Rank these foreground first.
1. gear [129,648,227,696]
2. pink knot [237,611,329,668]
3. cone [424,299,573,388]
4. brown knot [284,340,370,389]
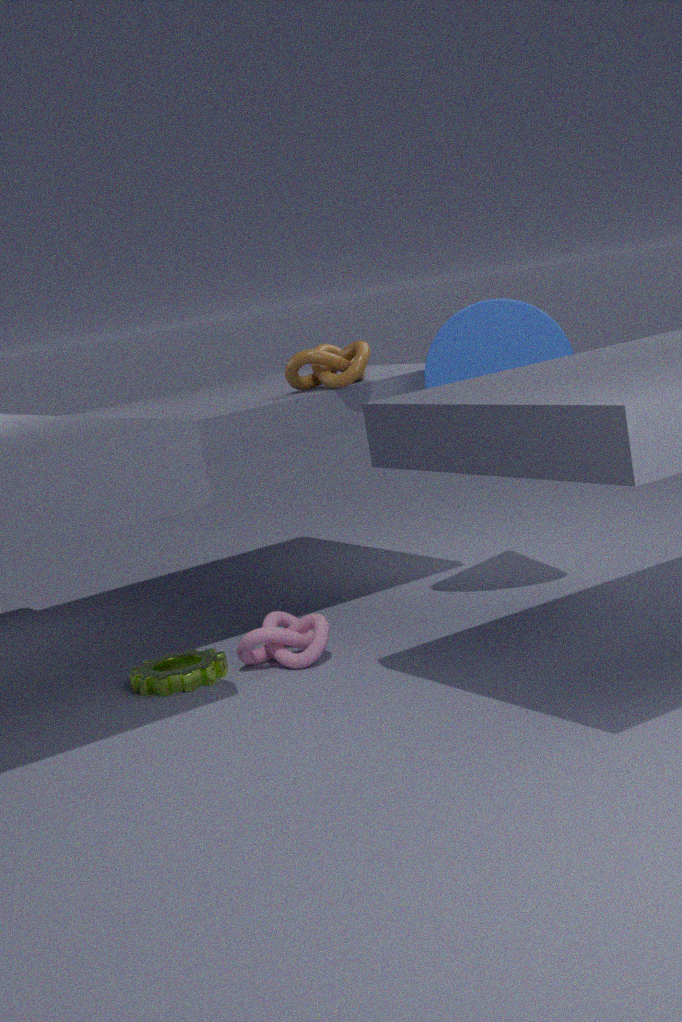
gear [129,648,227,696], pink knot [237,611,329,668], cone [424,299,573,388], brown knot [284,340,370,389]
